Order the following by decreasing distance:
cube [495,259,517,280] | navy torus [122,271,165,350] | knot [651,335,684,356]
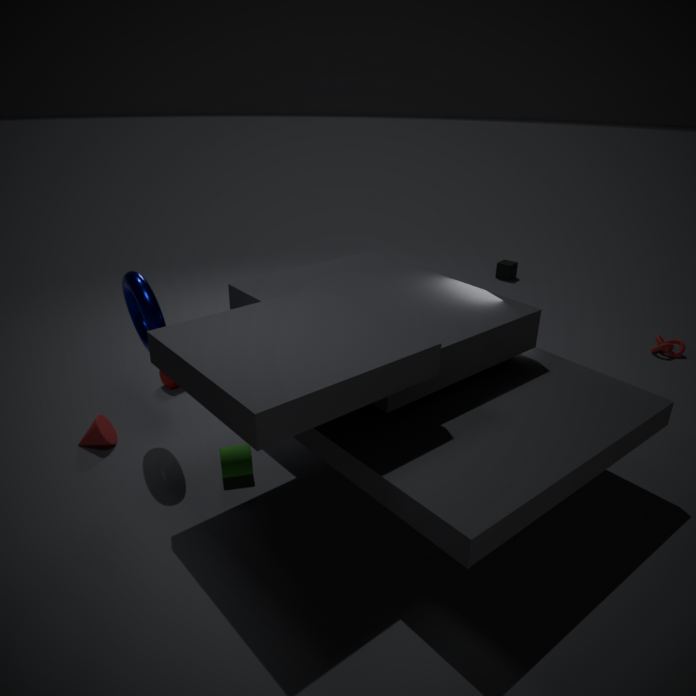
cube [495,259,517,280]
knot [651,335,684,356]
navy torus [122,271,165,350]
